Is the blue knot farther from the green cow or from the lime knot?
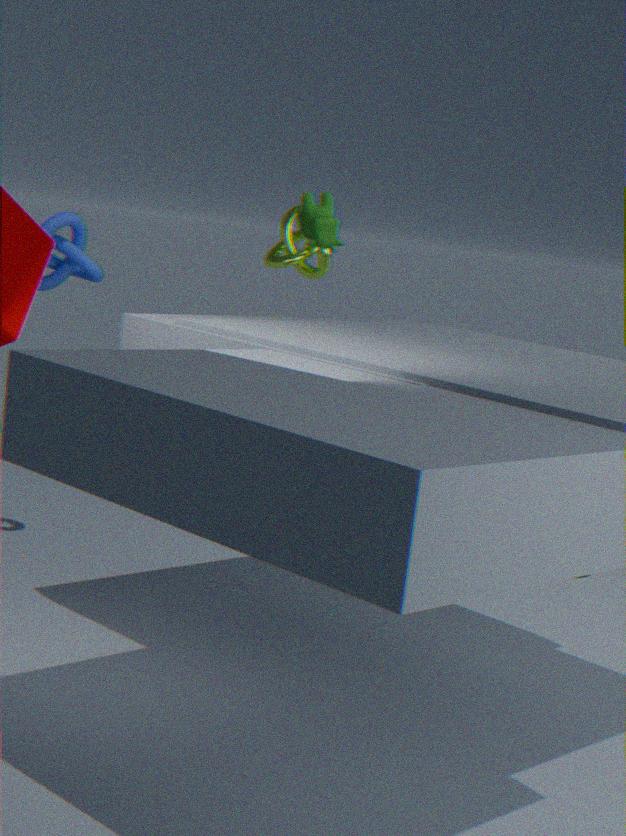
the lime knot
